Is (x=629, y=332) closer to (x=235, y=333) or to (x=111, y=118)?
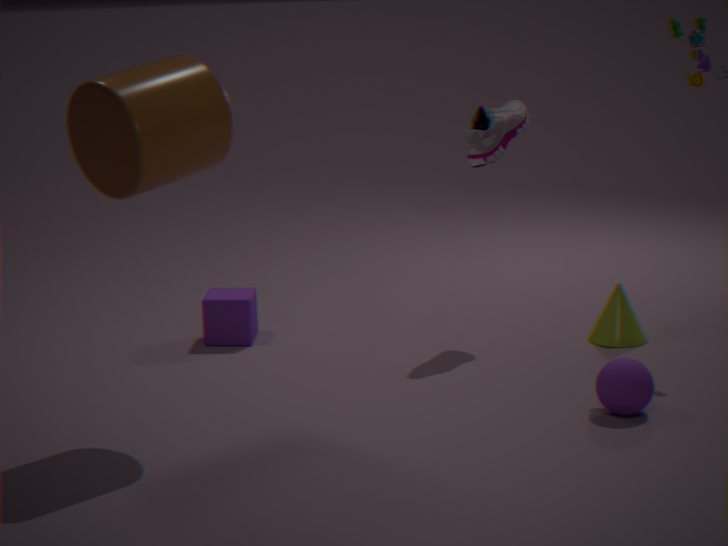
(x=235, y=333)
